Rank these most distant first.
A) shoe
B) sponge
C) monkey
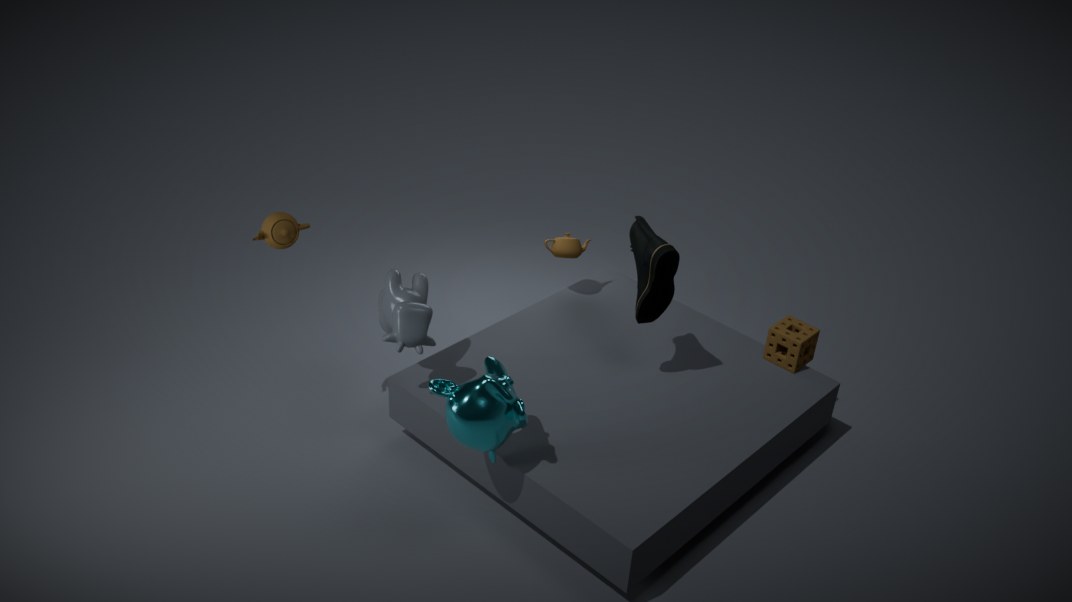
sponge → shoe → monkey
